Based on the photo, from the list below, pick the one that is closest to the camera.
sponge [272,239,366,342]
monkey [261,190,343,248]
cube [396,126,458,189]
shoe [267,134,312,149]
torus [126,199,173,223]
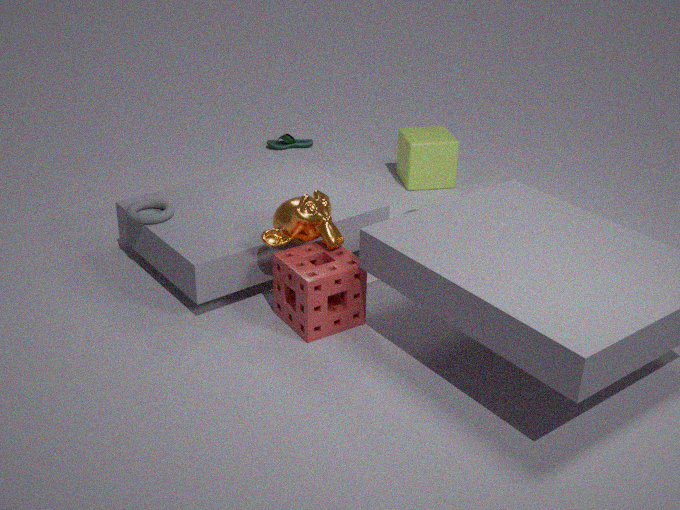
sponge [272,239,366,342]
